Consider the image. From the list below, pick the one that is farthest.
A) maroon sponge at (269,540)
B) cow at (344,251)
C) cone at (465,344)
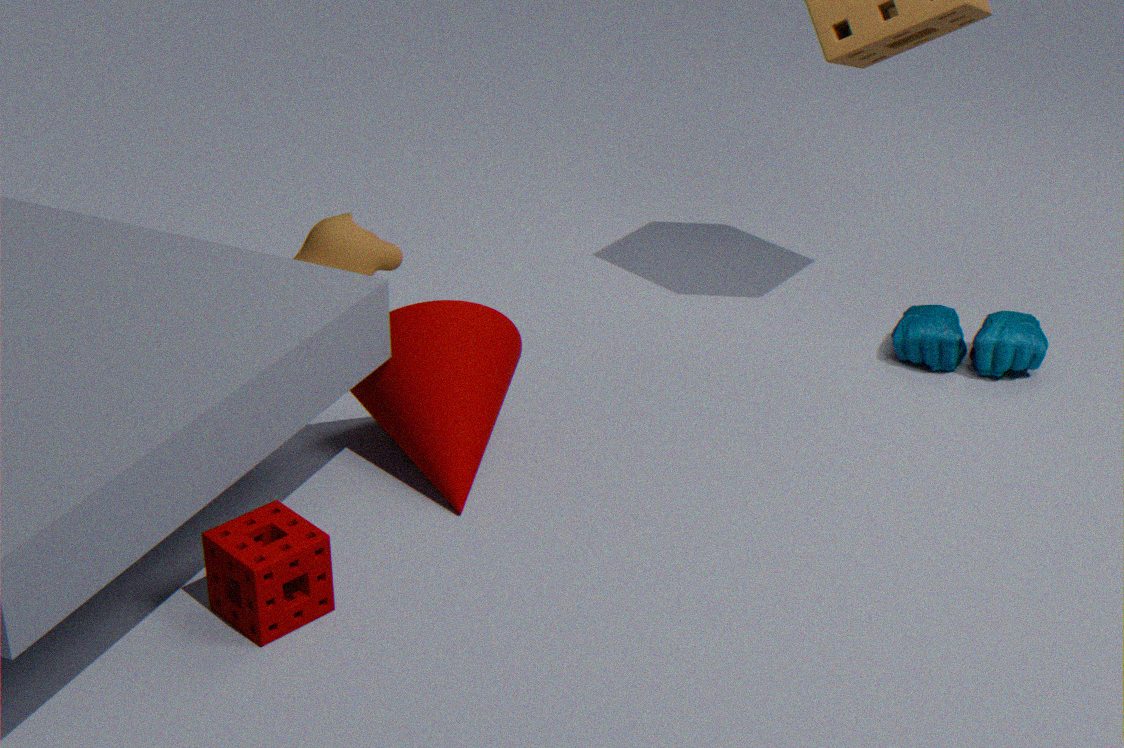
cow at (344,251)
